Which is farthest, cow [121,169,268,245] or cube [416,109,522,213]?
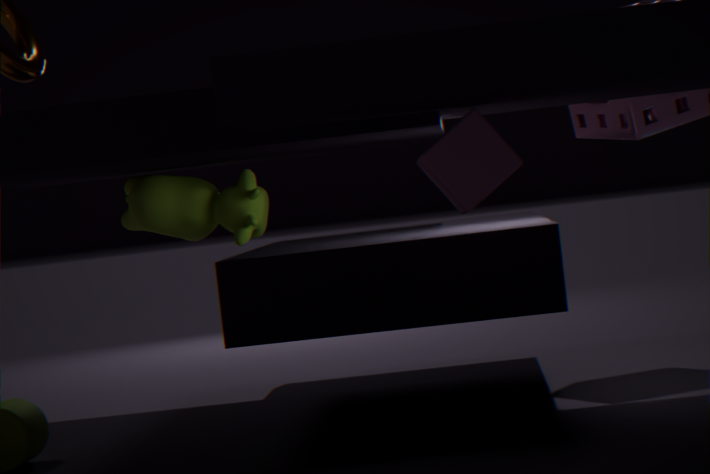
cow [121,169,268,245]
